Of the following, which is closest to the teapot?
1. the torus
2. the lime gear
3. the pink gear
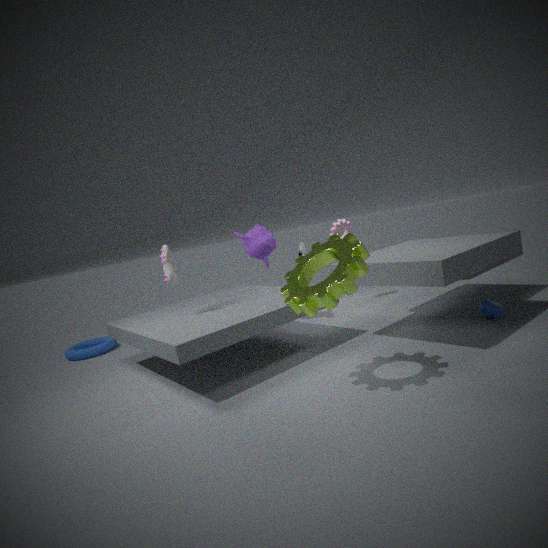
the lime gear
